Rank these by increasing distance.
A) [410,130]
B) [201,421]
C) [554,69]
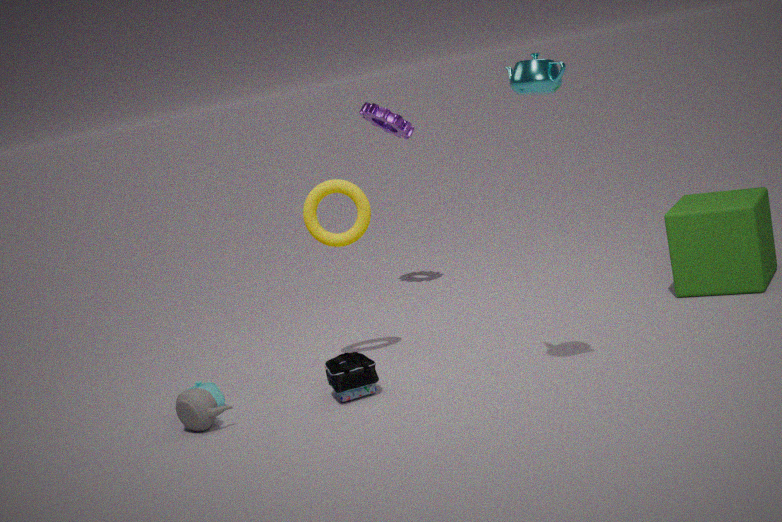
[554,69] → [201,421] → [410,130]
